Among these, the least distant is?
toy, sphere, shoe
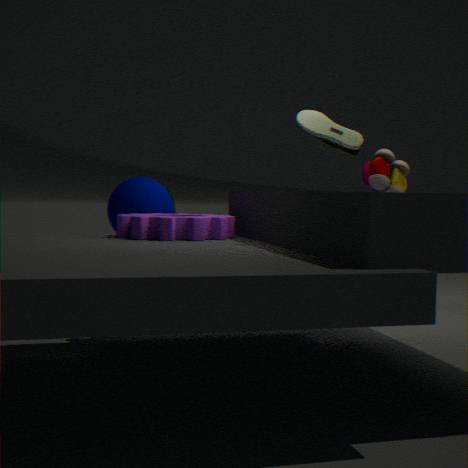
shoe
